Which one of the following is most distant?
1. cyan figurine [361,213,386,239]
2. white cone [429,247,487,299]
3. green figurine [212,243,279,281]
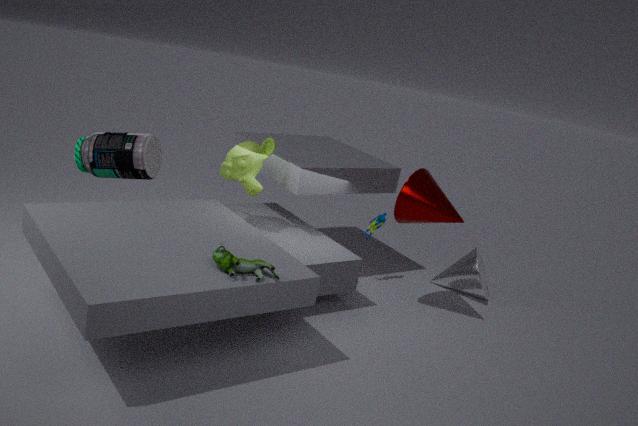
white cone [429,247,487,299]
